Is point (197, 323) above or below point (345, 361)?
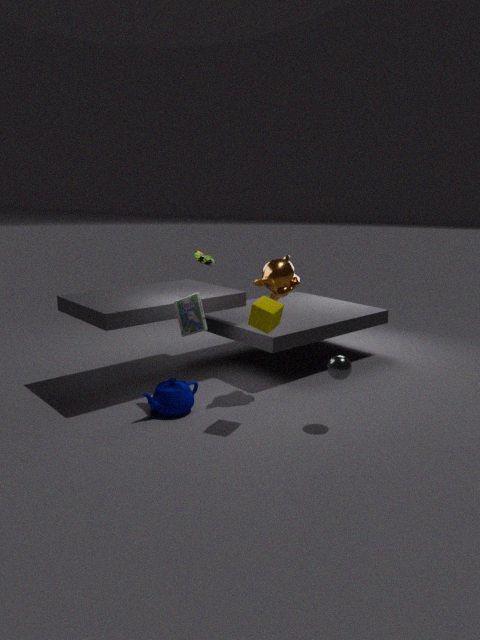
above
